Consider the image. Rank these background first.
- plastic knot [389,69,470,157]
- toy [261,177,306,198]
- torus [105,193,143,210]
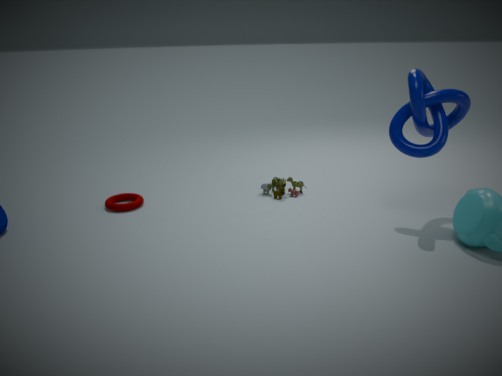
toy [261,177,306,198] < torus [105,193,143,210] < plastic knot [389,69,470,157]
